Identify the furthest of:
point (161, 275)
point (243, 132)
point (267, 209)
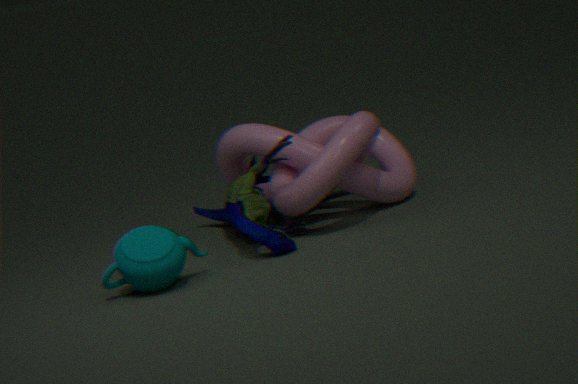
point (243, 132)
